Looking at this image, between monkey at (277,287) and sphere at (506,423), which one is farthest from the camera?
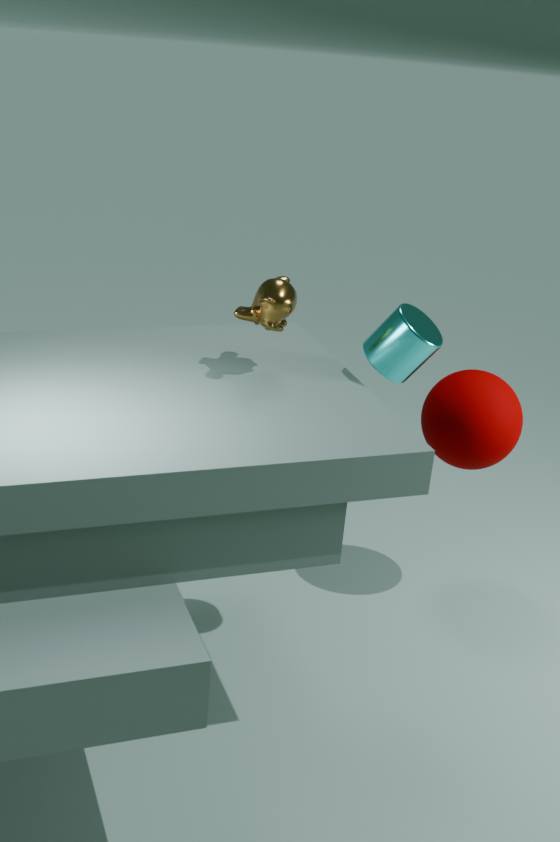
sphere at (506,423)
